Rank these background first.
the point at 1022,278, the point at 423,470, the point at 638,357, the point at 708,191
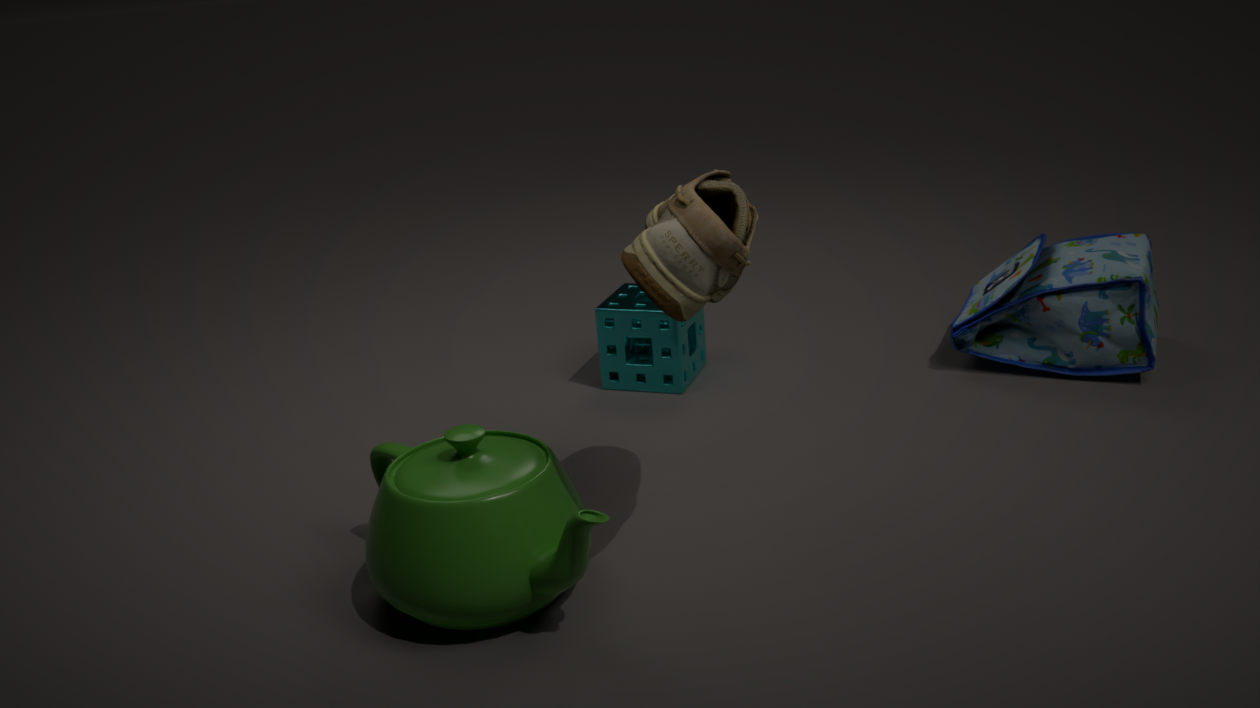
the point at 638,357 → the point at 1022,278 → the point at 423,470 → the point at 708,191
